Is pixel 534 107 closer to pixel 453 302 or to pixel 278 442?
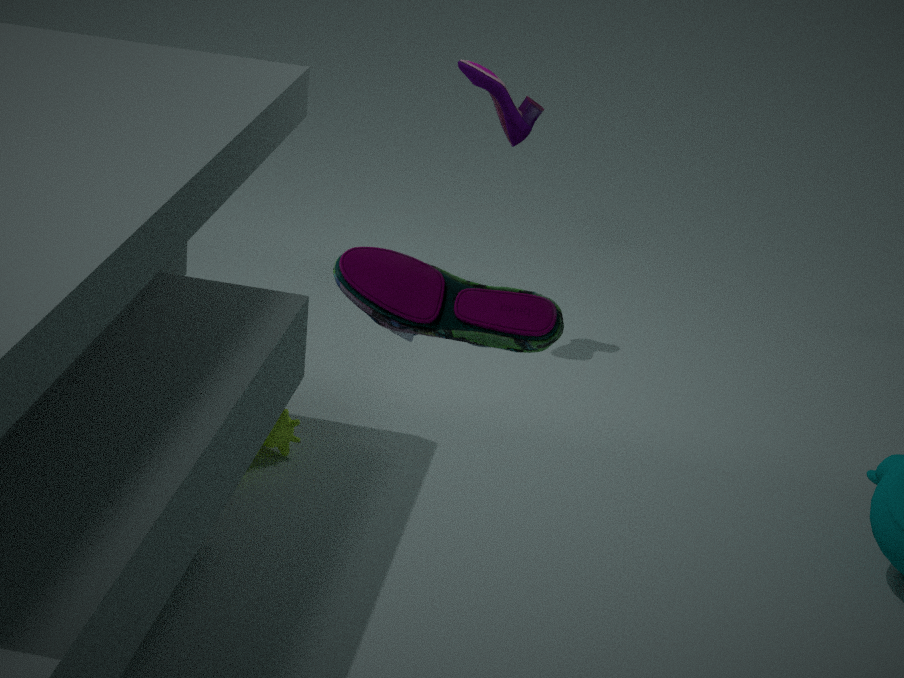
pixel 278 442
